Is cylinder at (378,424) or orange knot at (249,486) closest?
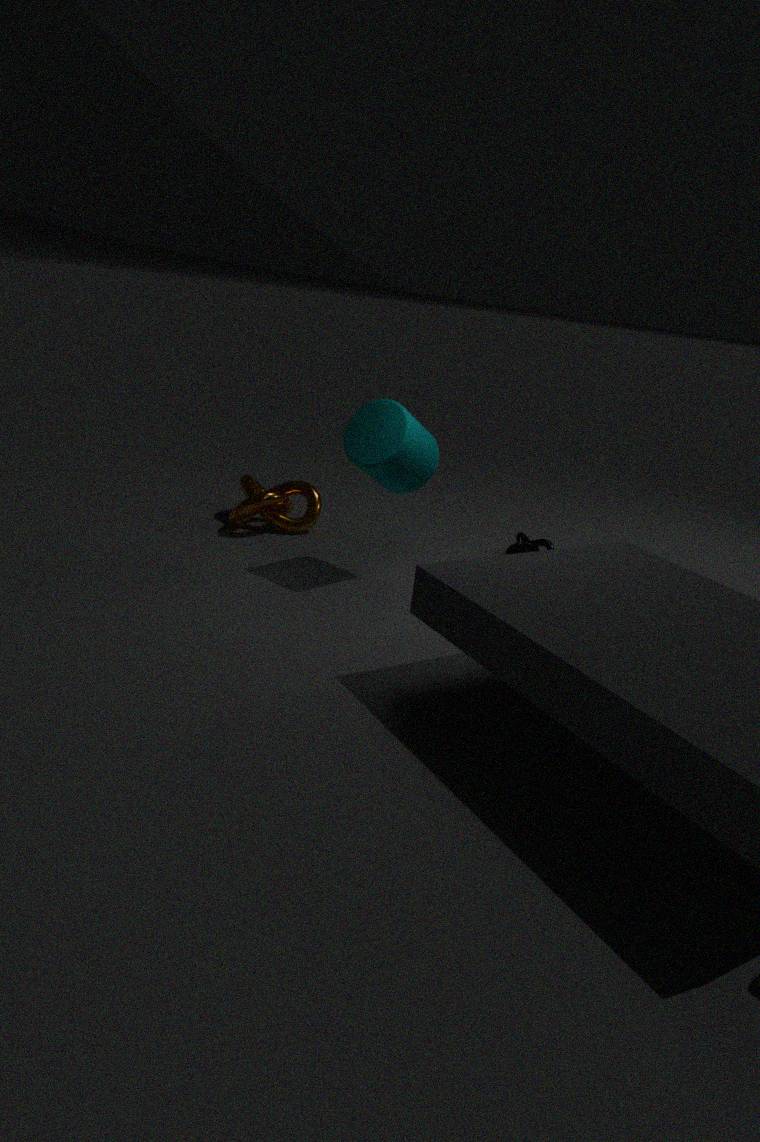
cylinder at (378,424)
